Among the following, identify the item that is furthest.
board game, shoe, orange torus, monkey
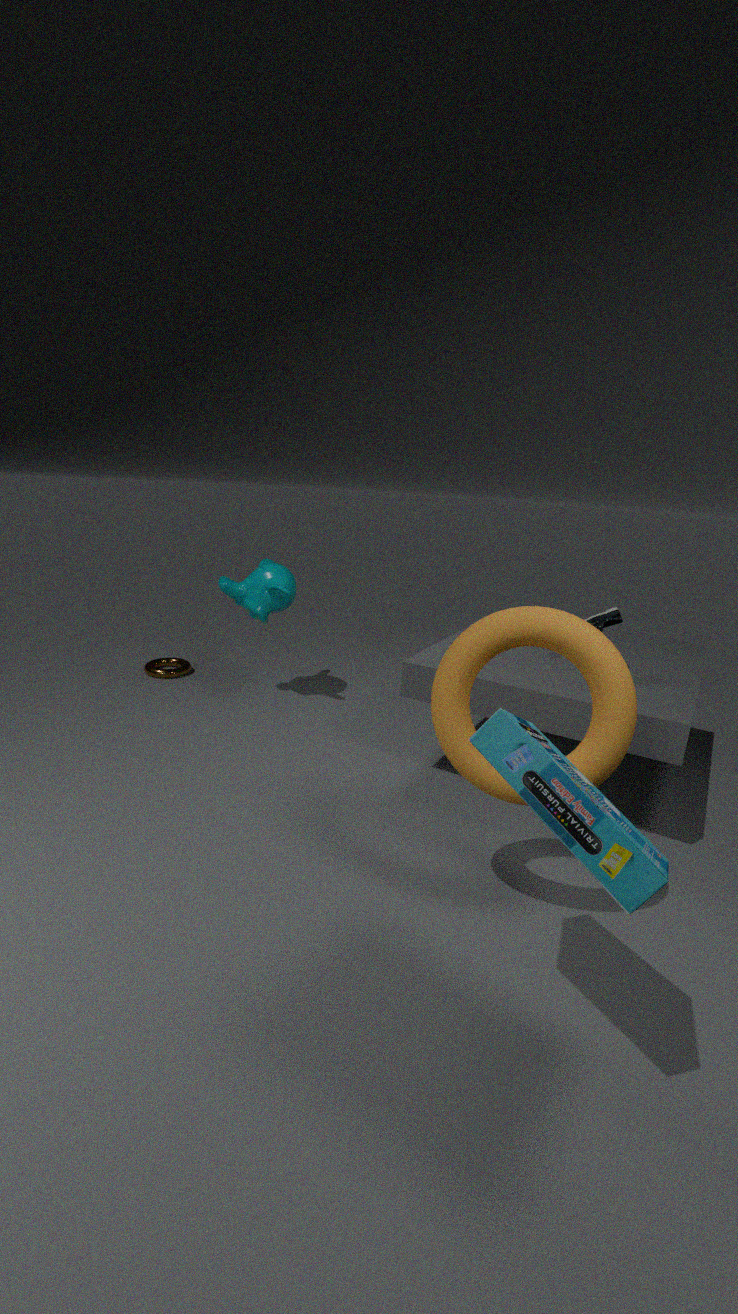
monkey
